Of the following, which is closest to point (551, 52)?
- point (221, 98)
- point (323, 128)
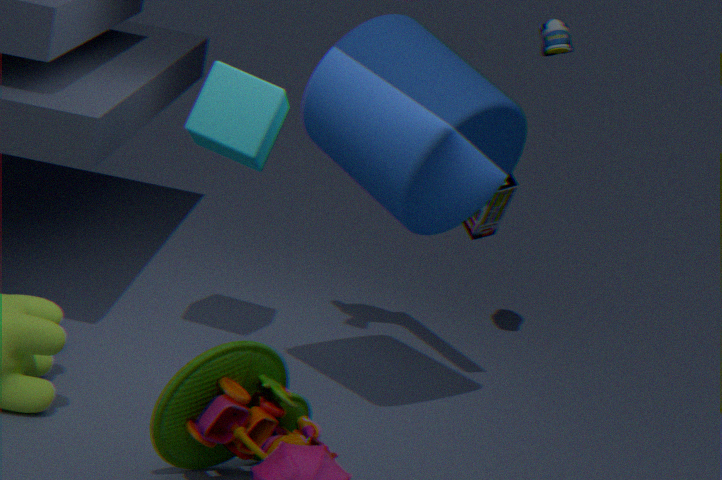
point (323, 128)
